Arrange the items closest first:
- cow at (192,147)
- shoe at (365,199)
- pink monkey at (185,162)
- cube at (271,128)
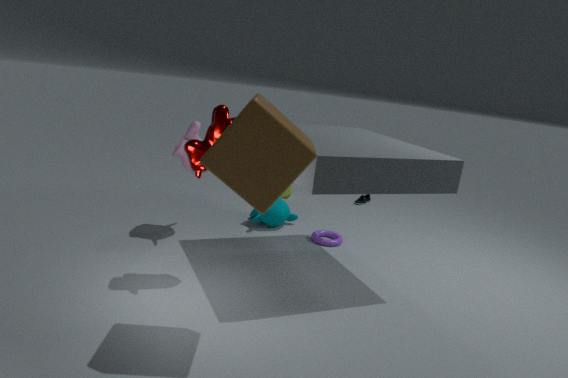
cube at (271,128)
cow at (192,147)
pink monkey at (185,162)
shoe at (365,199)
